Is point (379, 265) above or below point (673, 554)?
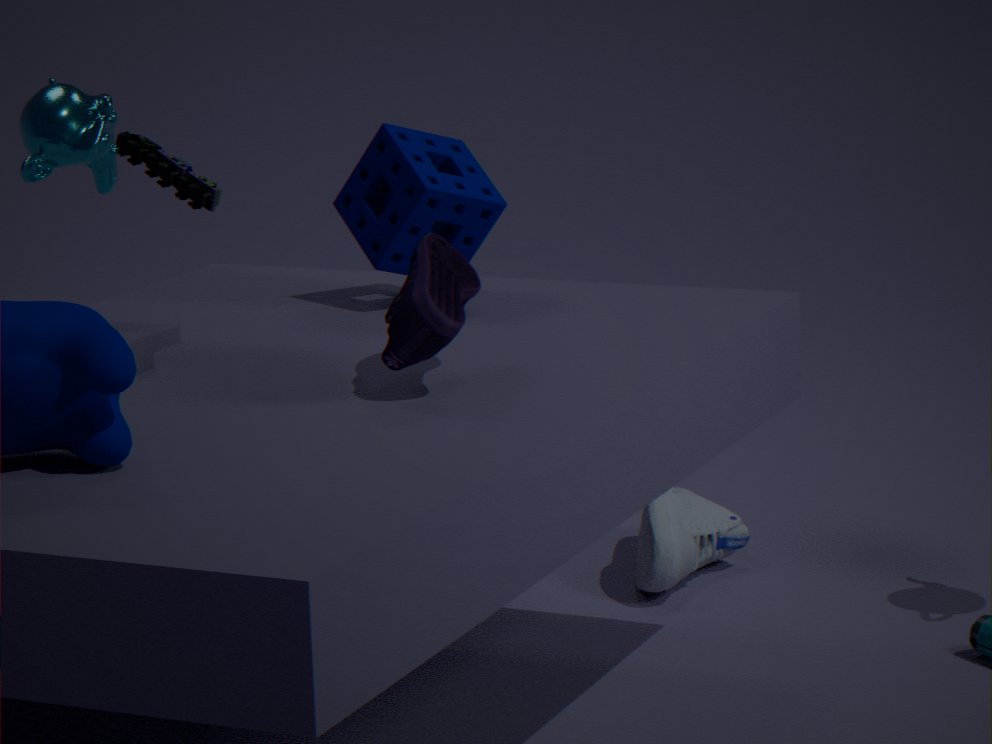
above
